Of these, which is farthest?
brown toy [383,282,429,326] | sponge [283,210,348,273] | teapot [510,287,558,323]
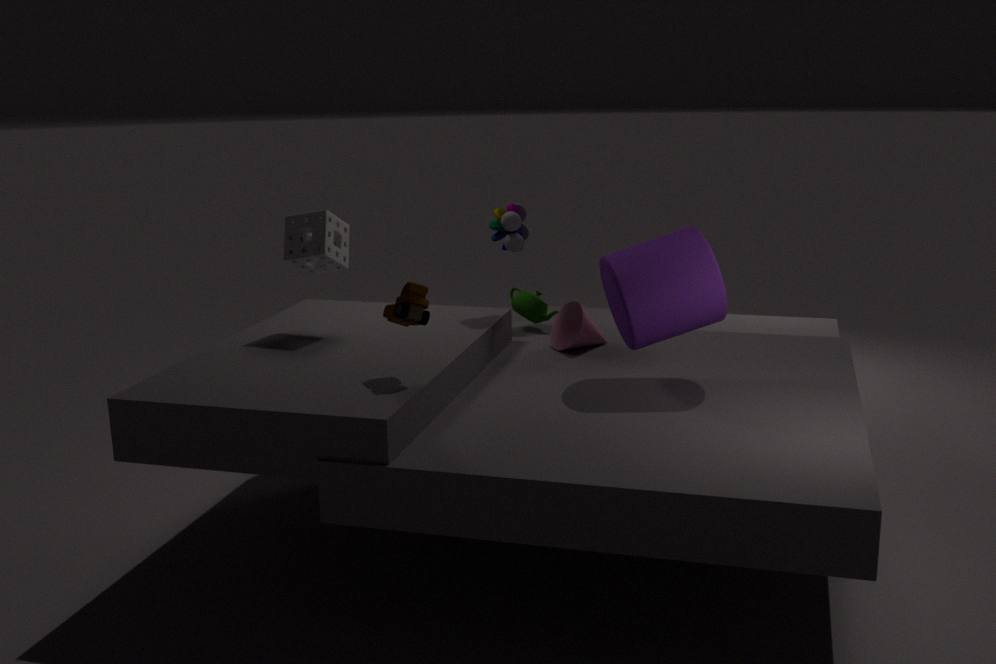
teapot [510,287,558,323]
